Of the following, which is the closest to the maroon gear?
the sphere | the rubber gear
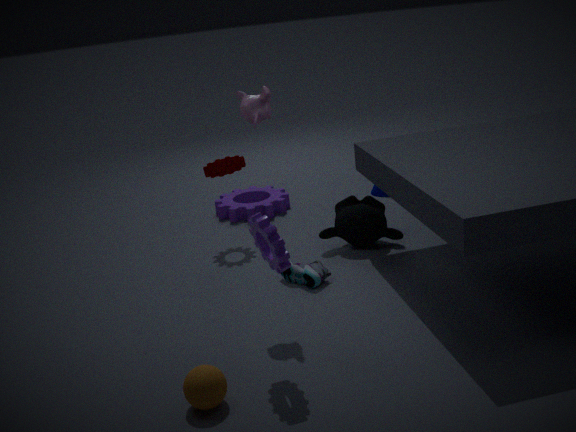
the rubber gear
